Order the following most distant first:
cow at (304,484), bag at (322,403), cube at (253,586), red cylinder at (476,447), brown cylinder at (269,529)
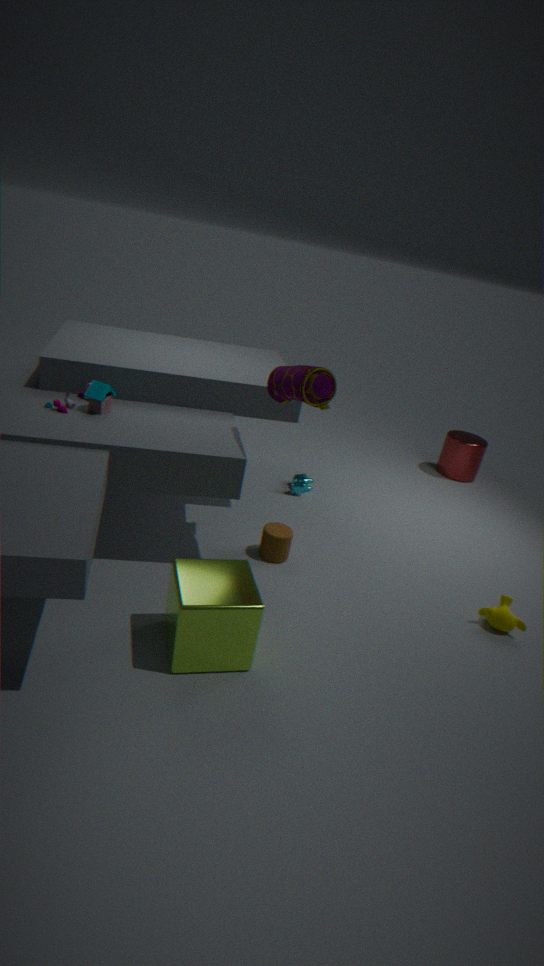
red cylinder at (476,447) < cow at (304,484) < brown cylinder at (269,529) < bag at (322,403) < cube at (253,586)
